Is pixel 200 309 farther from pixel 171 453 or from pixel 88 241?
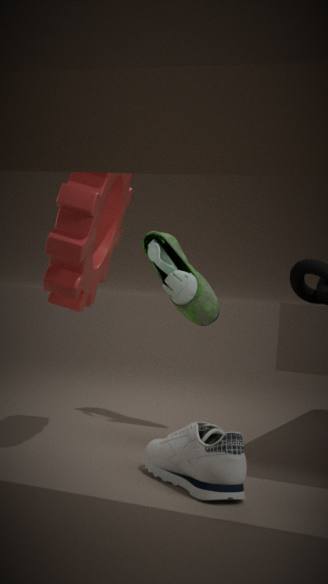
pixel 171 453
